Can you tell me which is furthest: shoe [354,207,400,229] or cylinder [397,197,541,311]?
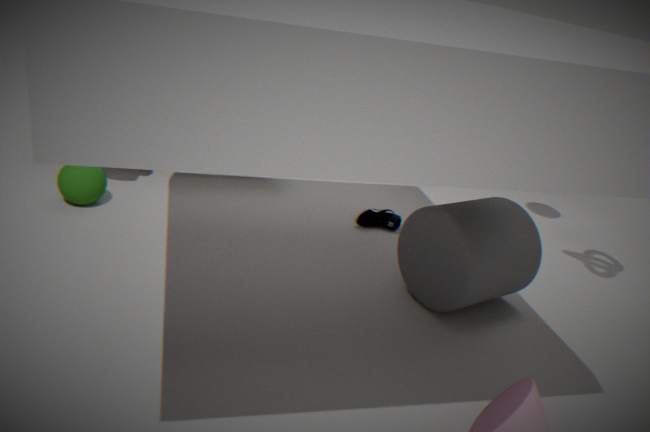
shoe [354,207,400,229]
